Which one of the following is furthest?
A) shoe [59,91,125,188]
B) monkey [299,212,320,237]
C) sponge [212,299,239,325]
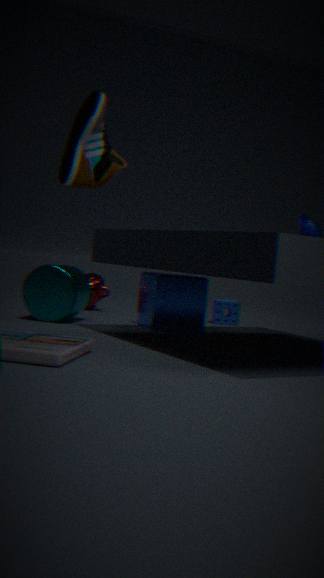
sponge [212,299,239,325]
